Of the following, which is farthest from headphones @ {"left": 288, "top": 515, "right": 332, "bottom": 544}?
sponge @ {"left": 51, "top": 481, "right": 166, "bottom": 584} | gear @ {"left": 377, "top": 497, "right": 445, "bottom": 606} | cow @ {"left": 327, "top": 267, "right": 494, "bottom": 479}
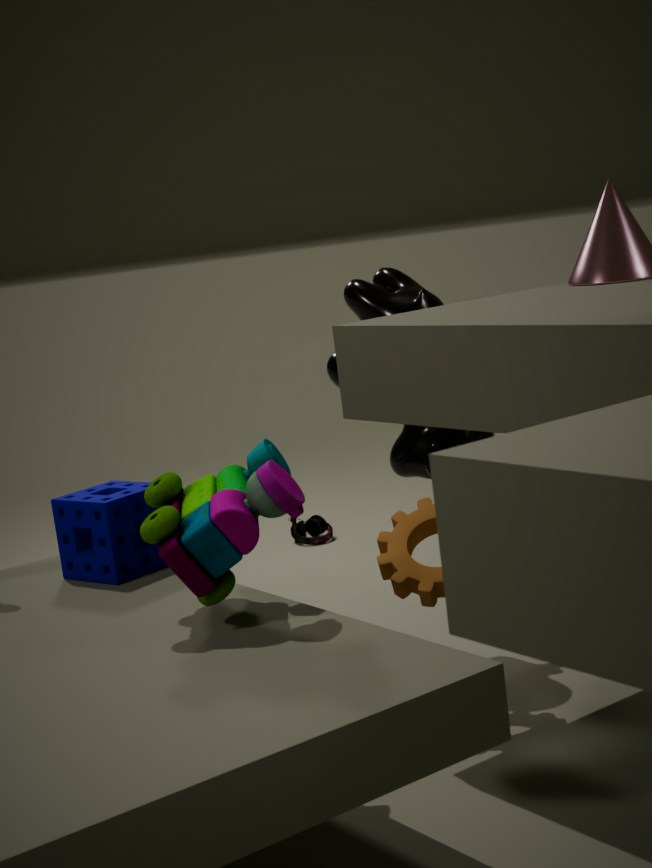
gear @ {"left": 377, "top": 497, "right": 445, "bottom": 606}
